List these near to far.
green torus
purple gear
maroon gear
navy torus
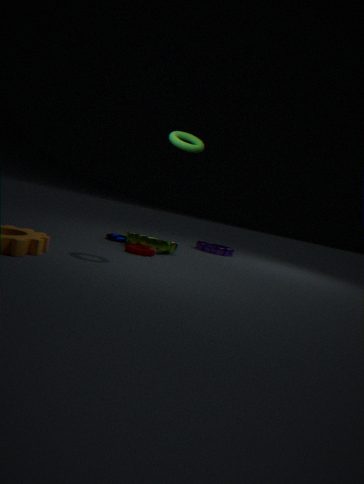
green torus, maroon gear, navy torus, purple gear
